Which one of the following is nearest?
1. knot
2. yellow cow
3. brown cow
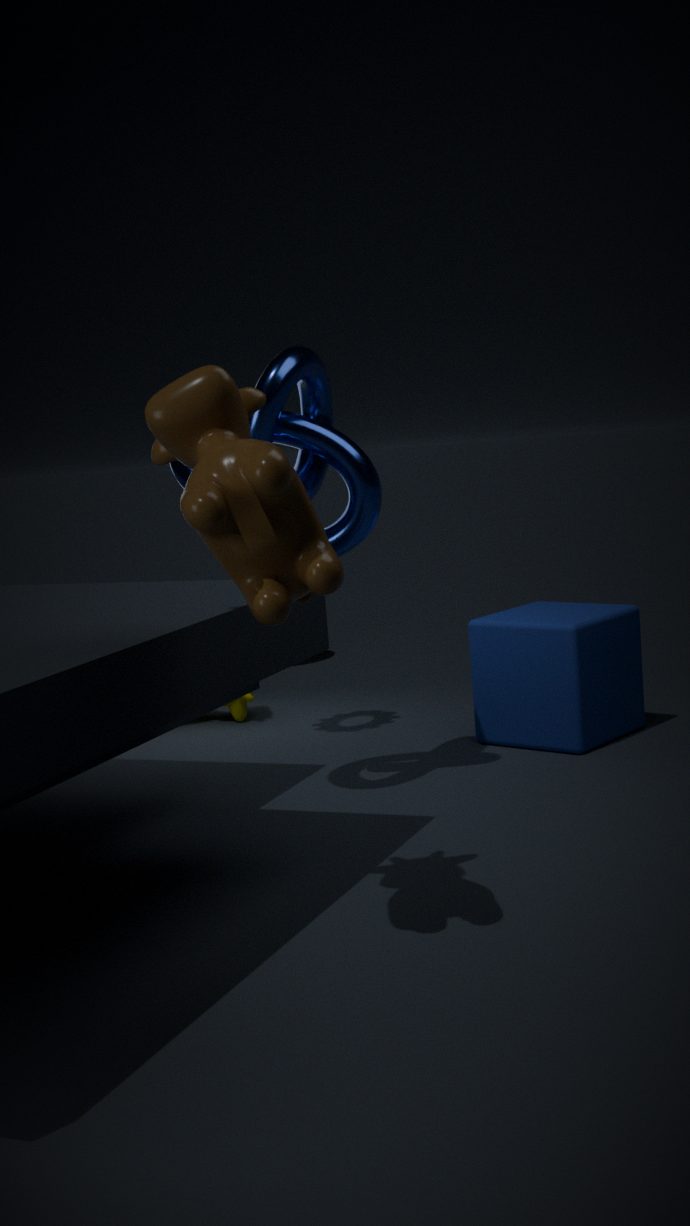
brown cow
